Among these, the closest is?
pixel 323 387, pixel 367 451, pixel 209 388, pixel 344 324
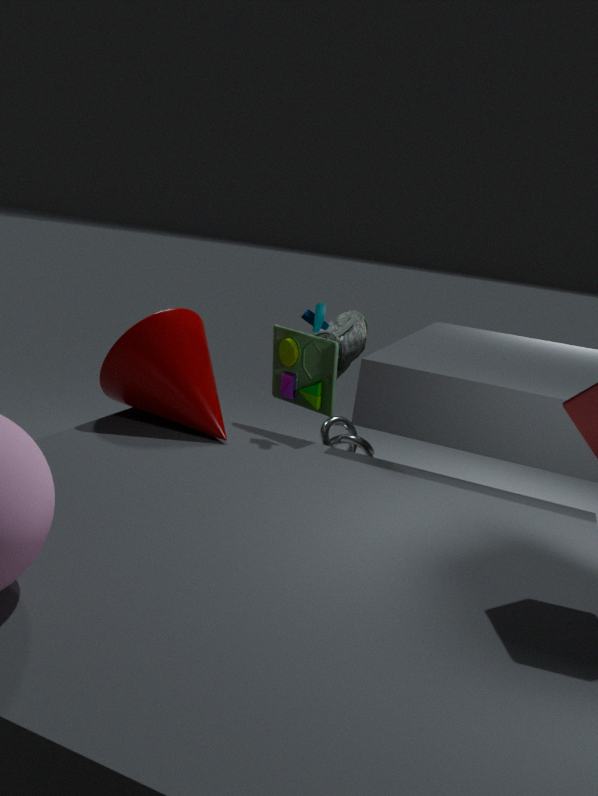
pixel 209 388
